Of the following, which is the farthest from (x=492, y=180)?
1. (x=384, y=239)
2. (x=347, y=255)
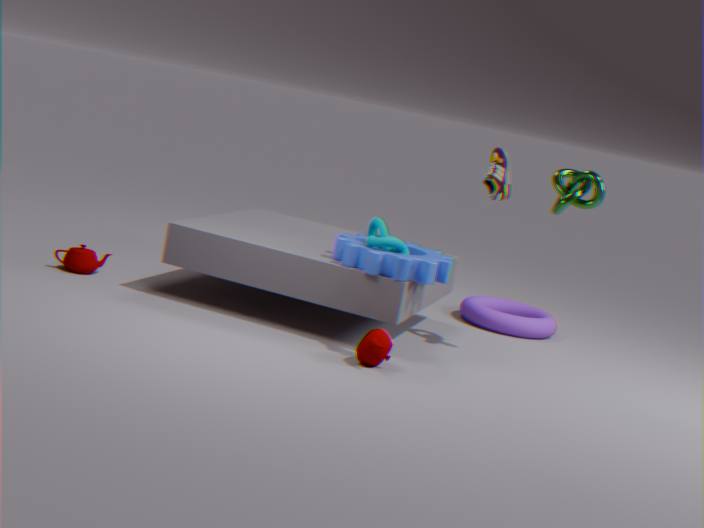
(x=347, y=255)
